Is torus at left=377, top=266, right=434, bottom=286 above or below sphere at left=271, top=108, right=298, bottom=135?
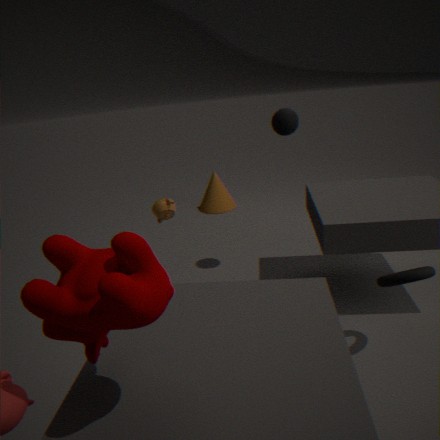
below
